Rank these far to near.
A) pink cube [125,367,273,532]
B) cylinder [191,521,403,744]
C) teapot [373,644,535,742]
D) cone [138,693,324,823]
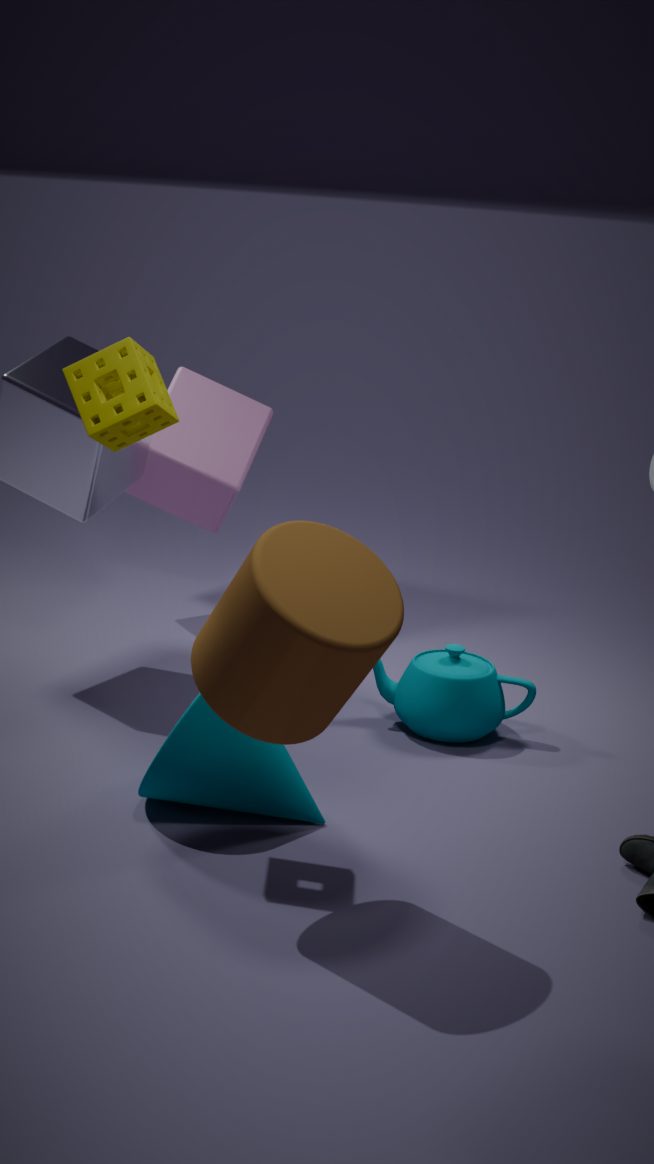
pink cube [125,367,273,532], teapot [373,644,535,742], cone [138,693,324,823], cylinder [191,521,403,744]
